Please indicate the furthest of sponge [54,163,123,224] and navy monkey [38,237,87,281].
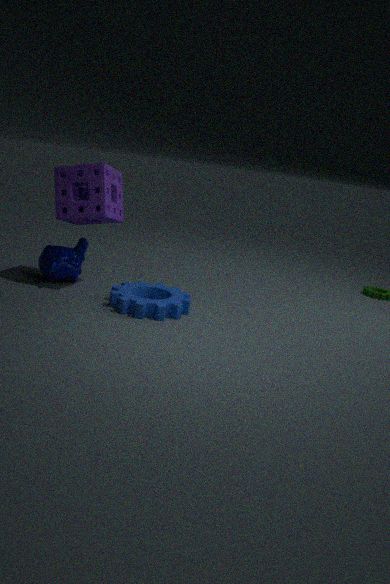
navy monkey [38,237,87,281]
